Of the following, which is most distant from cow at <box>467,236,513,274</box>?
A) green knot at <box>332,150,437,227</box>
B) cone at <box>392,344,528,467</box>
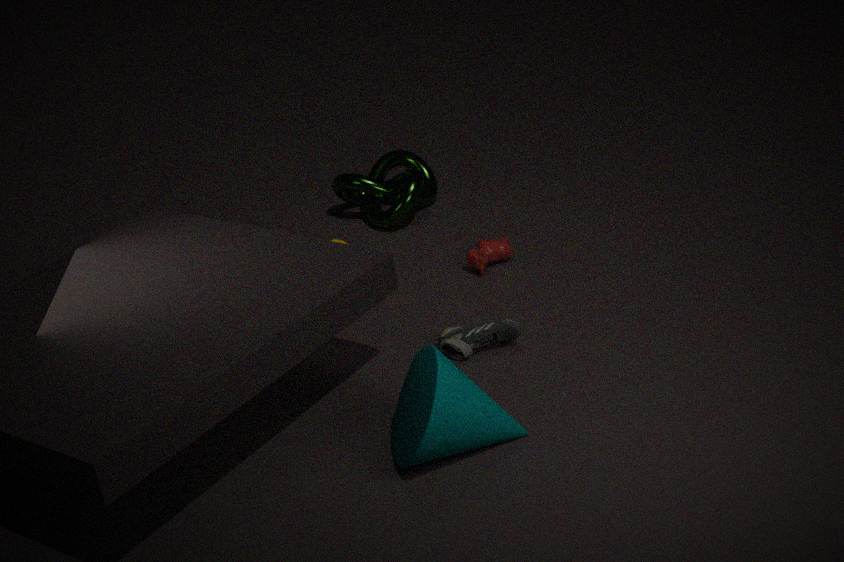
cone at <box>392,344,528,467</box>
